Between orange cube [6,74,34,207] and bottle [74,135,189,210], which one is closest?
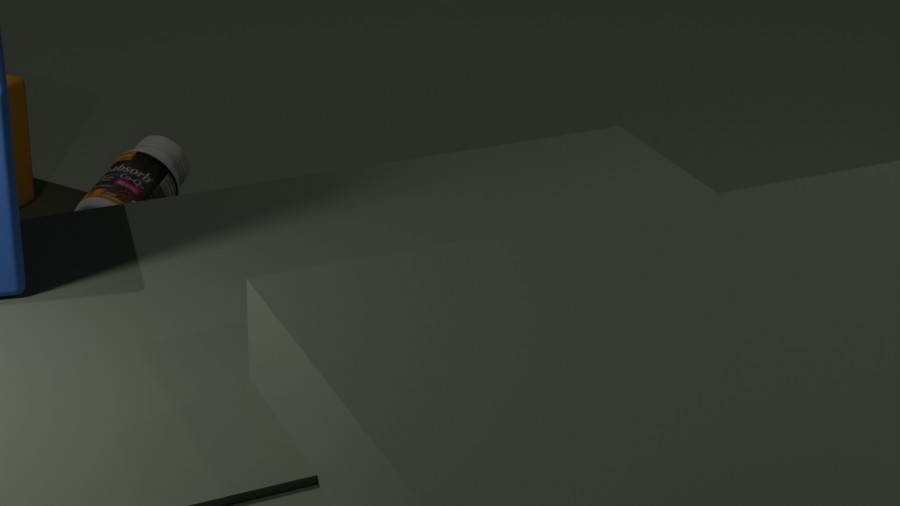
bottle [74,135,189,210]
